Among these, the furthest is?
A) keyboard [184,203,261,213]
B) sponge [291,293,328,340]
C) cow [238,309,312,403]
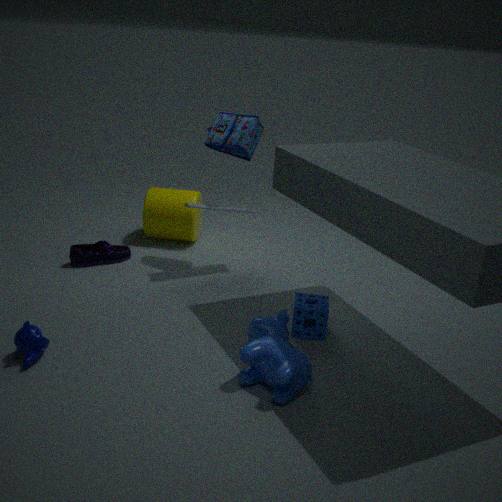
keyboard [184,203,261,213]
